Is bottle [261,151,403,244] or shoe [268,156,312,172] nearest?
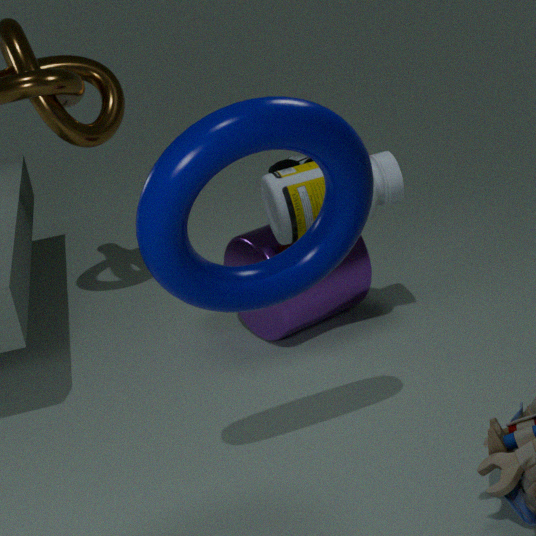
bottle [261,151,403,244]
